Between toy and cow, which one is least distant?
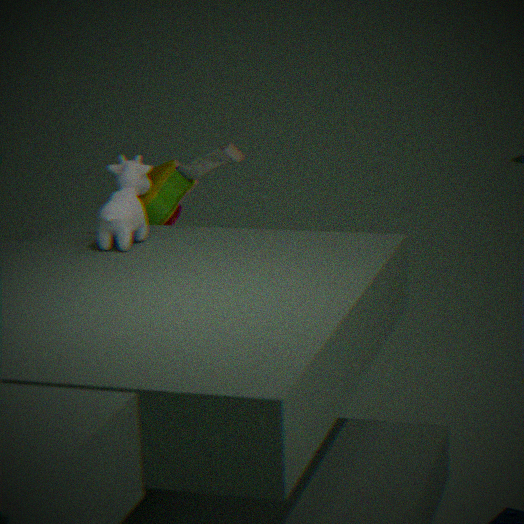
cow
